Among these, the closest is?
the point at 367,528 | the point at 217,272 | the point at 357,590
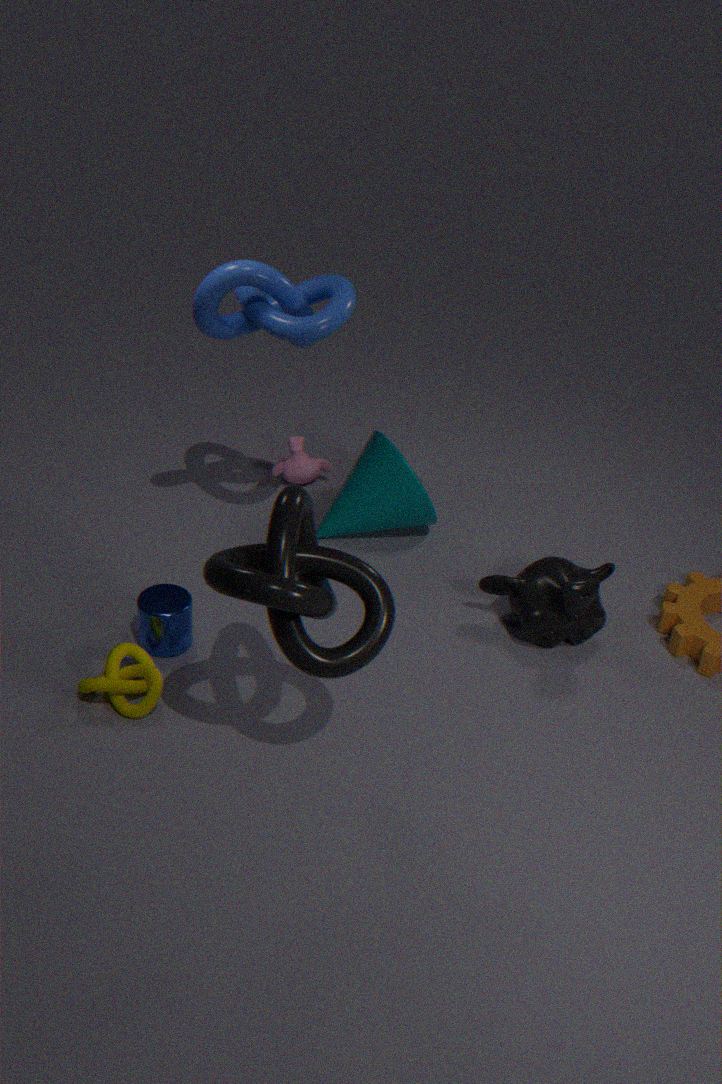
the point at 357,590
